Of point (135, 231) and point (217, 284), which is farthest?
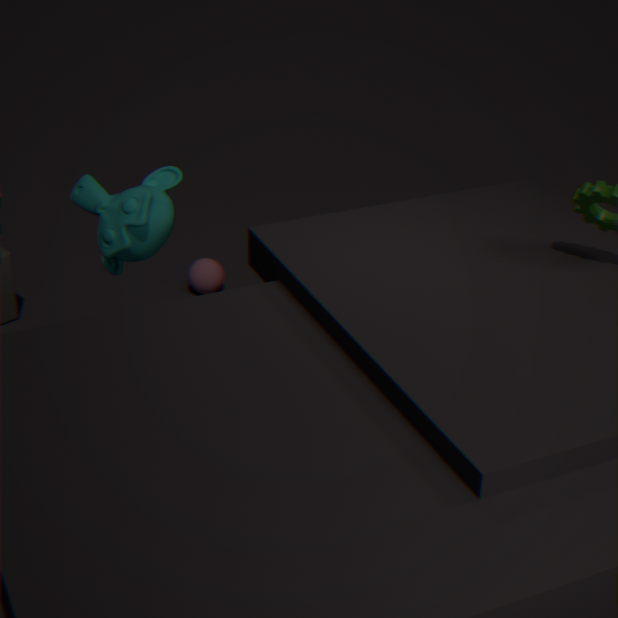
point (217, 284)
